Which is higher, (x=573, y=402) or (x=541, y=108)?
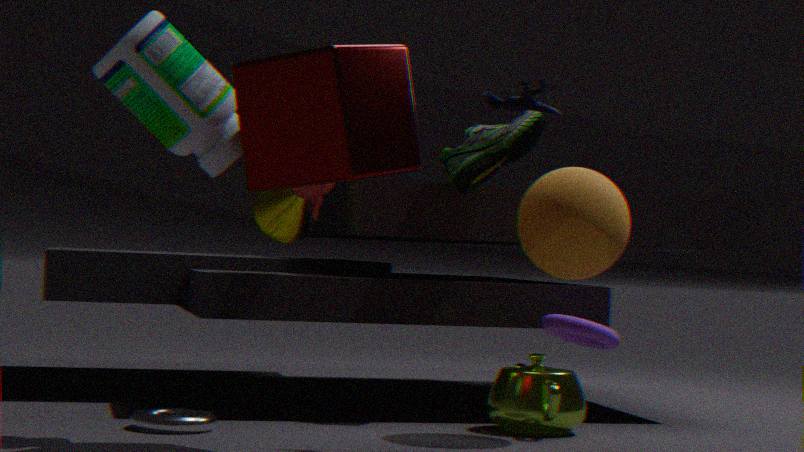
(x=541, y=108)
